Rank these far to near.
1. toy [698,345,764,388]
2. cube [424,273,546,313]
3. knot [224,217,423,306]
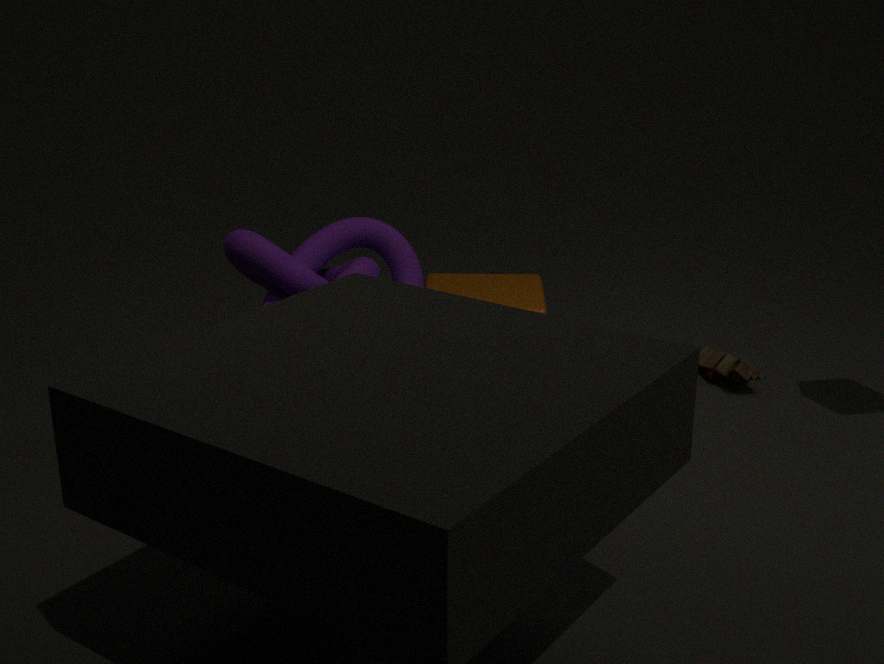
toy [698,345,764,388] < cube [424,273,546,313] < knot [224,217,423,306]
